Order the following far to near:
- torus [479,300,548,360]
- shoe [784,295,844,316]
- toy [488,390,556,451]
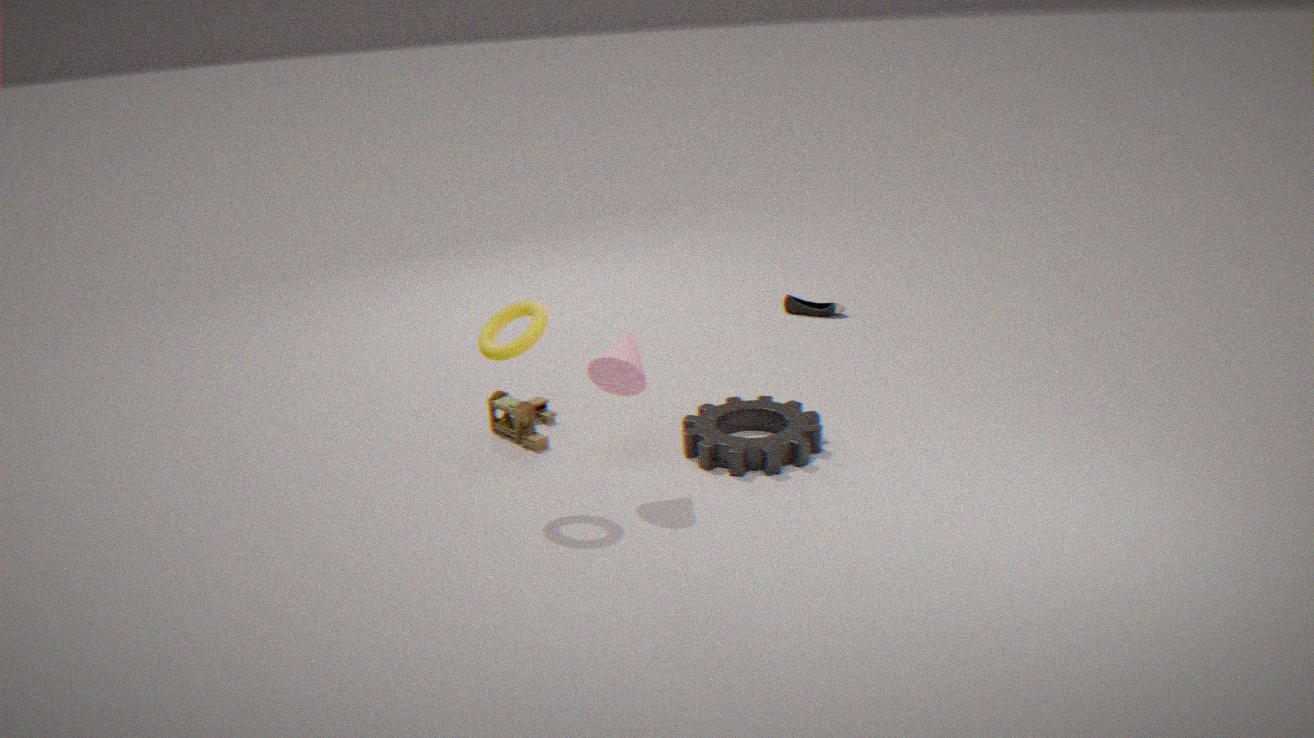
shoe [784,295,844,316], toy [488,390,556,451], torus [479,300,548,360]
